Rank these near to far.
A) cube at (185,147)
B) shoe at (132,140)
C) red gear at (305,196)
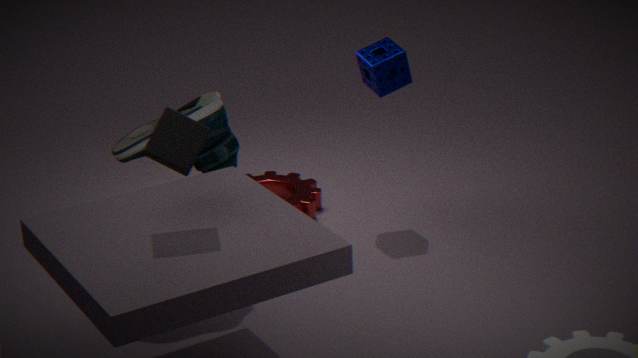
1. cube at (185,147)
2. shoe at (132,140)
3. red gear at (305,196)
